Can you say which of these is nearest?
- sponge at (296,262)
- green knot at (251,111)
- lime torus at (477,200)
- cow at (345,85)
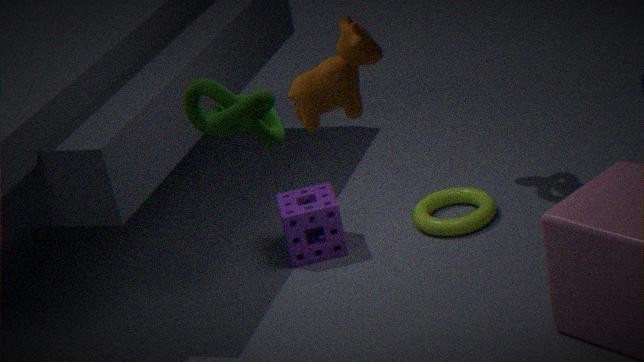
cow at (345,85)
